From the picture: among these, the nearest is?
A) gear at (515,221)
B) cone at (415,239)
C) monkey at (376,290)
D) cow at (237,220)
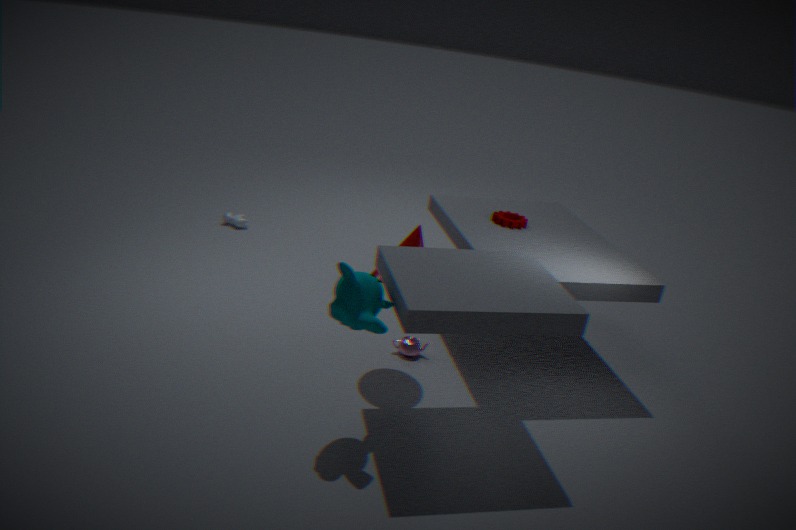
monkey at (376,290)
